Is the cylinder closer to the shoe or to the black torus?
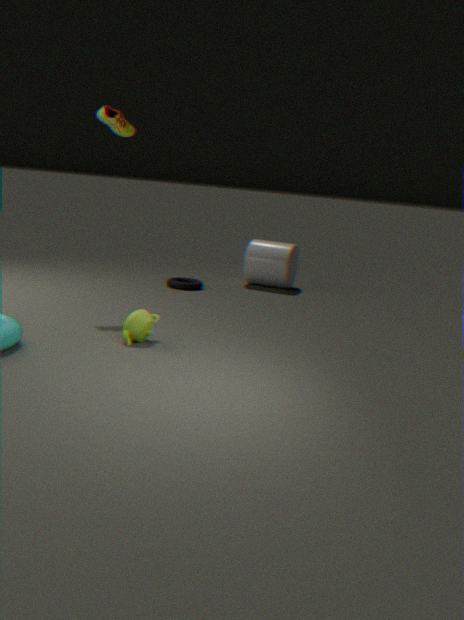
the black torus
